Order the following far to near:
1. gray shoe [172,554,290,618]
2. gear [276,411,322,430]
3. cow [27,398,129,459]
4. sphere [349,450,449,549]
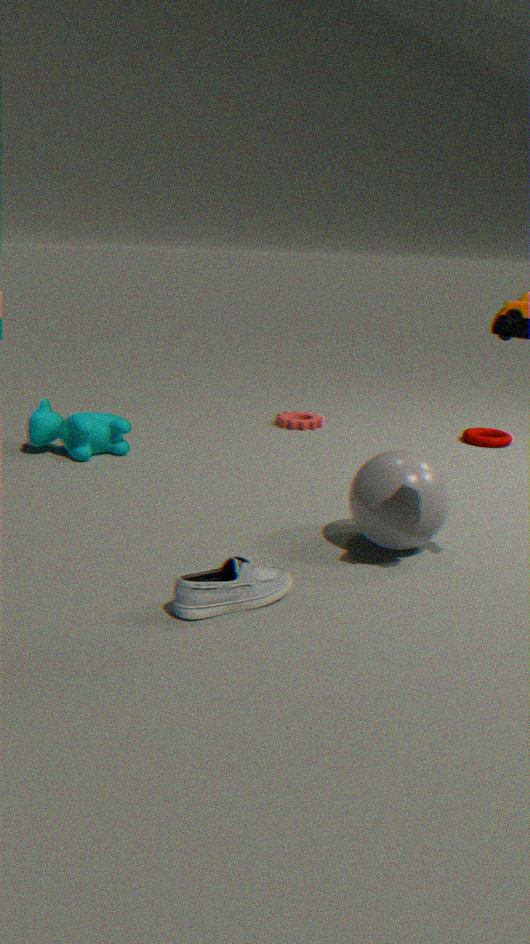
gear [276,411,322,430], cow [27,398,129,459], sphere [349,450,449,549], gray shoe [172,554,290,618]
